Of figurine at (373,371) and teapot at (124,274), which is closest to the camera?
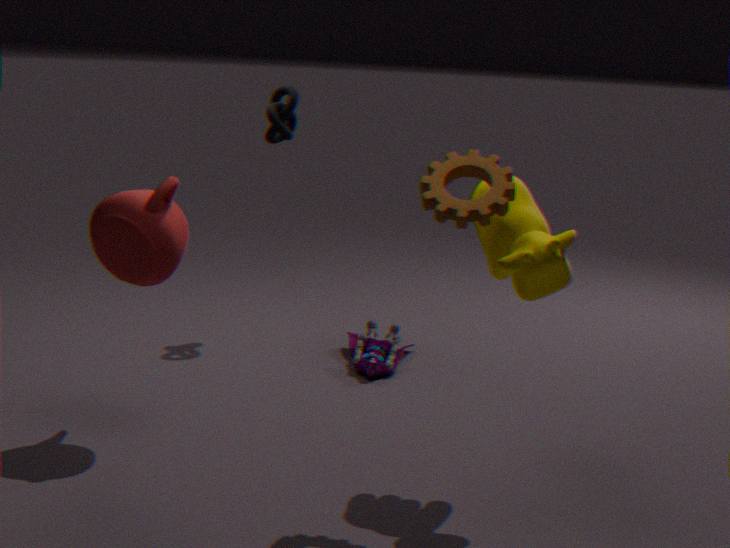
teapot at (124,274)
